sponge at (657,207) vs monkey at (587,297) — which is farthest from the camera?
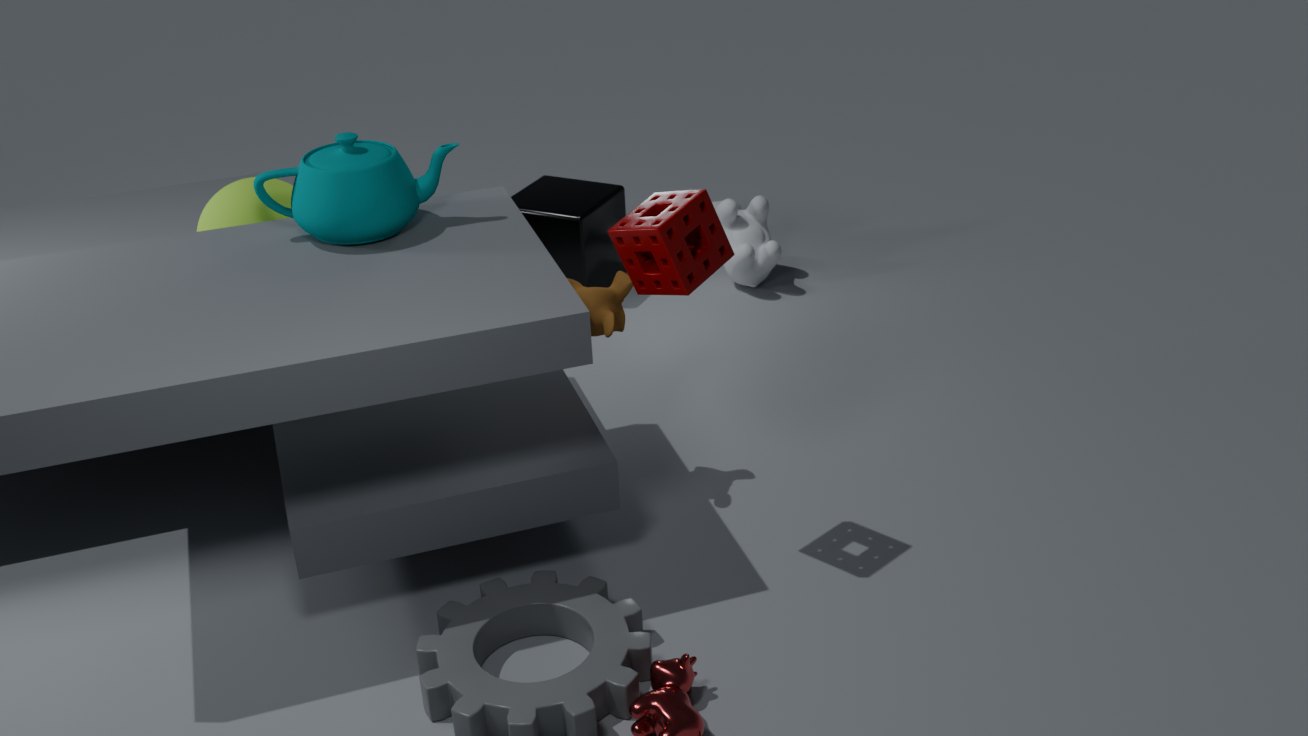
monkey at (587,297)
